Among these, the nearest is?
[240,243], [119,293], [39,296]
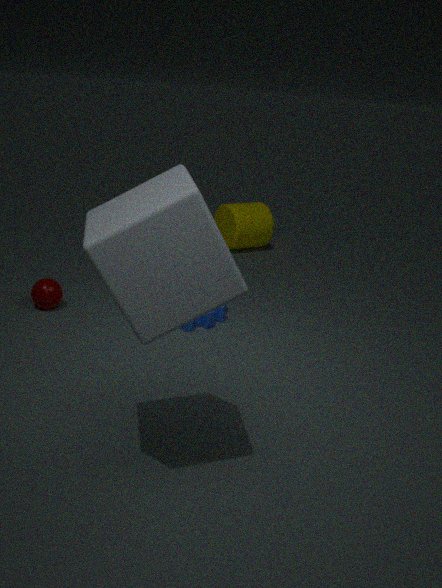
[119,293]
